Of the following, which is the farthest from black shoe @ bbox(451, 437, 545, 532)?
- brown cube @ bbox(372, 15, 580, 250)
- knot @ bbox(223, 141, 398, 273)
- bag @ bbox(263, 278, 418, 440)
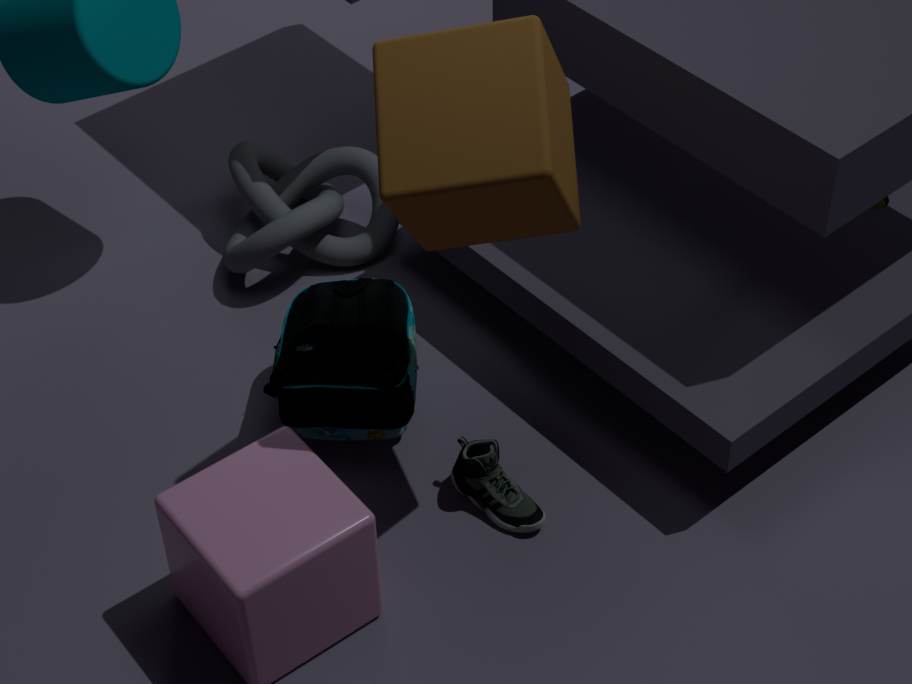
knot @ bbox(223, 141, 398, 273)
